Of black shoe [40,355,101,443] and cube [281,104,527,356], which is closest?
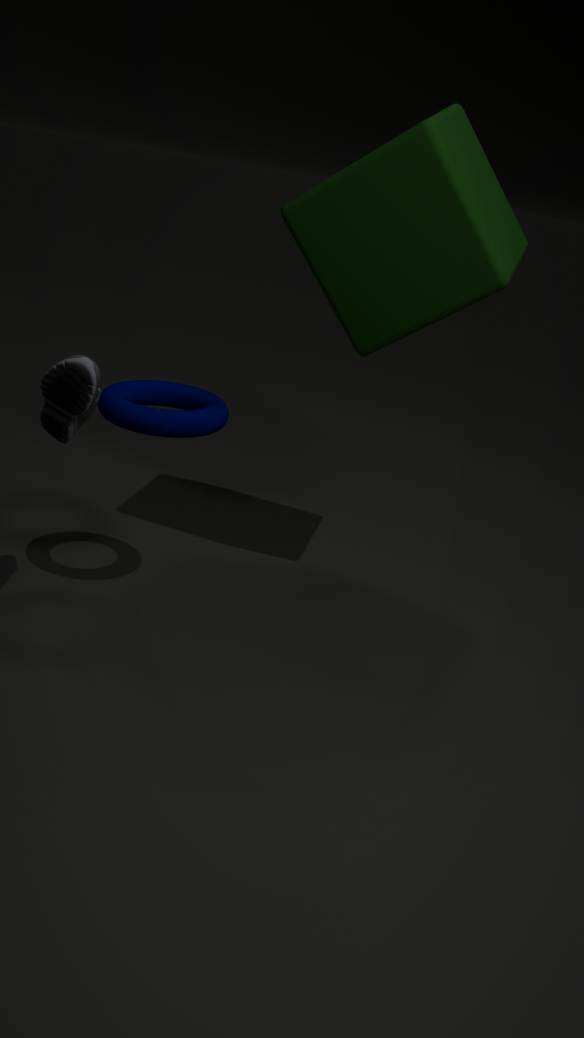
black shoe [40,355,101,443]
